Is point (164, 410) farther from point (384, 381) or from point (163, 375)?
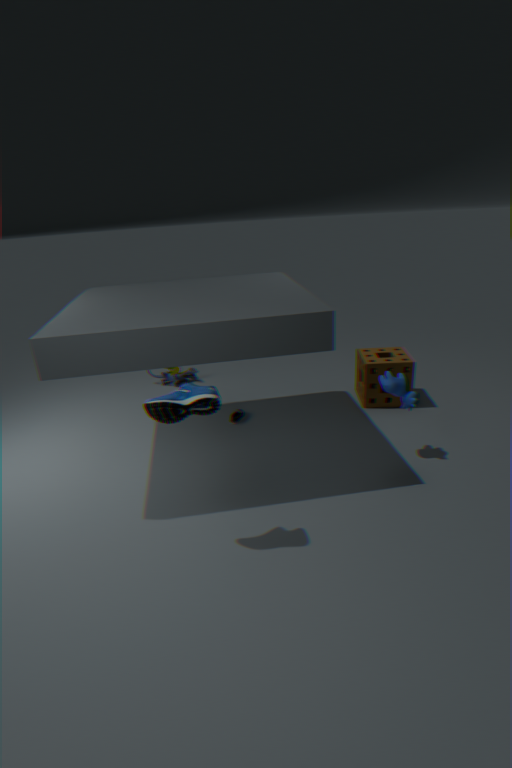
point (163, 375)
